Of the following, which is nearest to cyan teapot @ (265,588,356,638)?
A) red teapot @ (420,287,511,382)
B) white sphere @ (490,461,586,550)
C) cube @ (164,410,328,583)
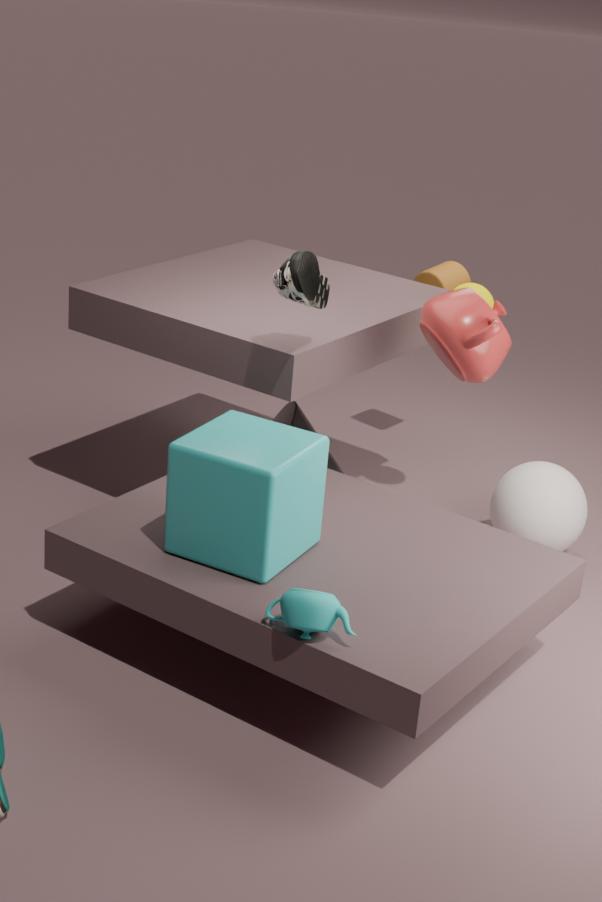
cube @ (164,410,328,583)
